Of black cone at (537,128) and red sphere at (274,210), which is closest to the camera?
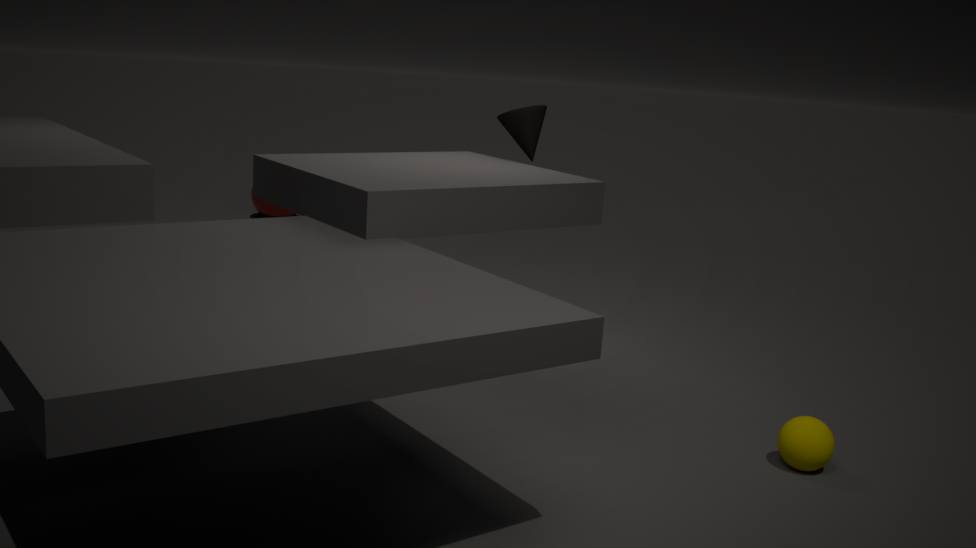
black cone at (537,128)
